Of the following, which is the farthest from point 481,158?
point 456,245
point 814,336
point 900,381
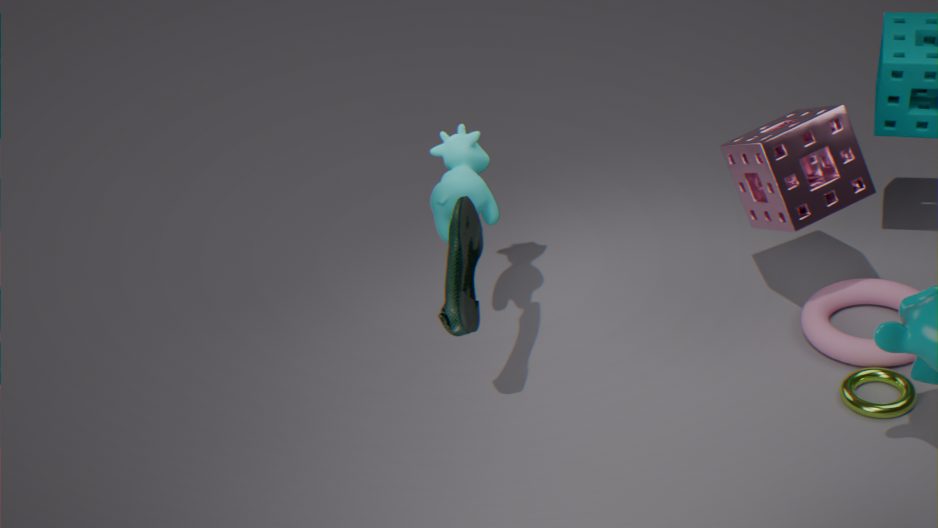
point 900,381
